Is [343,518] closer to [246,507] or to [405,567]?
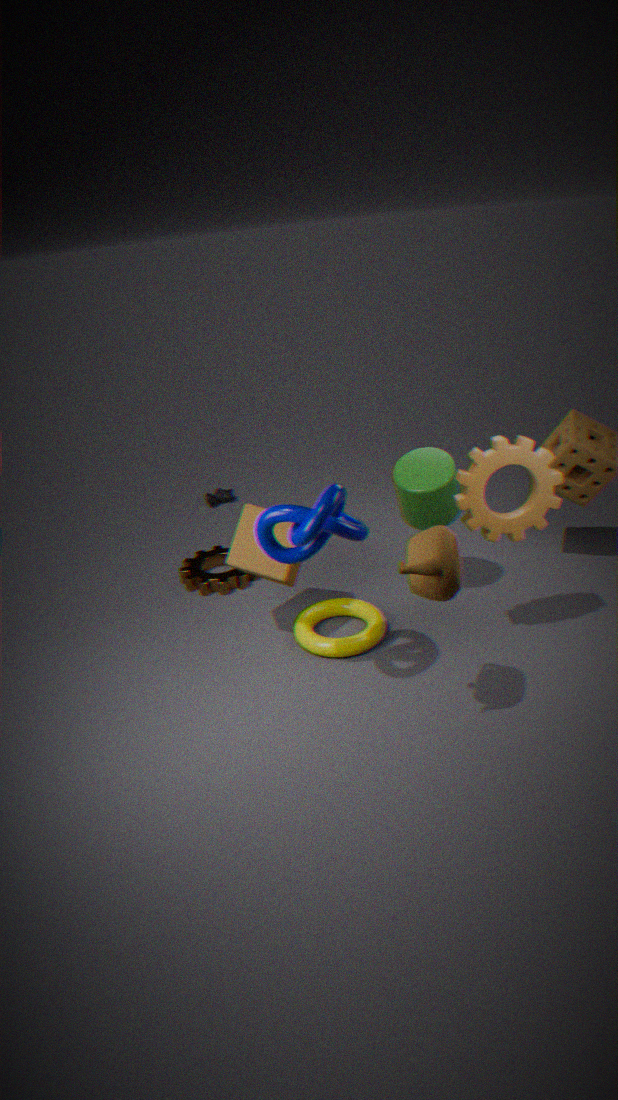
[405,567]
